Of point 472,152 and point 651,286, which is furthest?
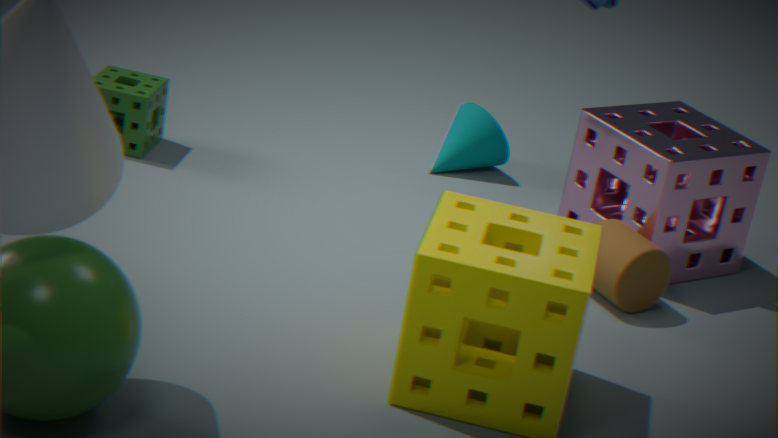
point 472,152
